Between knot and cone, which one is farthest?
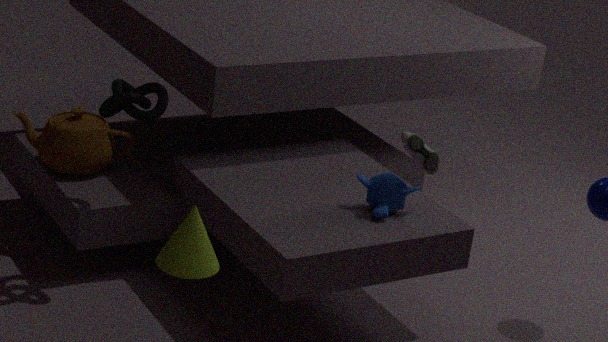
knot
